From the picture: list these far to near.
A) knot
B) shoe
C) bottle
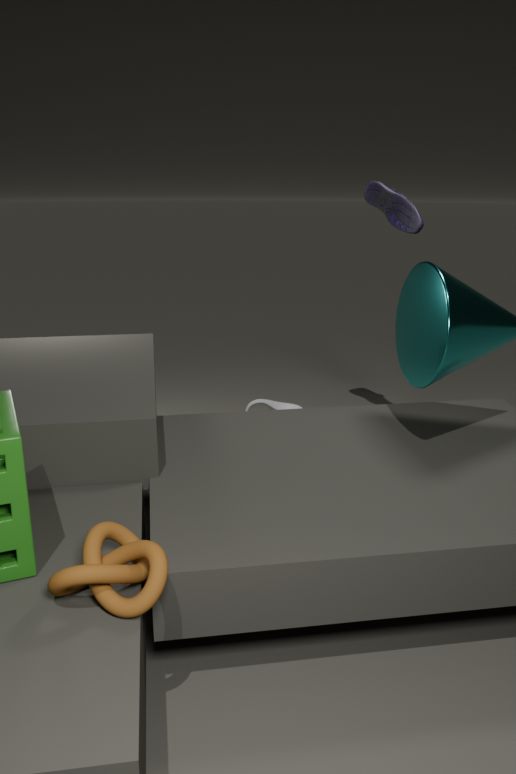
bottle < shoe < knot
